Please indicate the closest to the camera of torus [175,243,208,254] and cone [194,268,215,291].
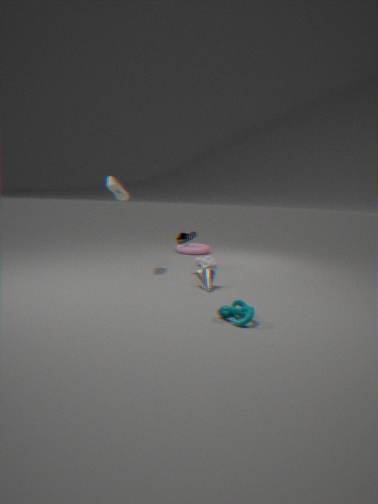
cone [194,268,215,291]
